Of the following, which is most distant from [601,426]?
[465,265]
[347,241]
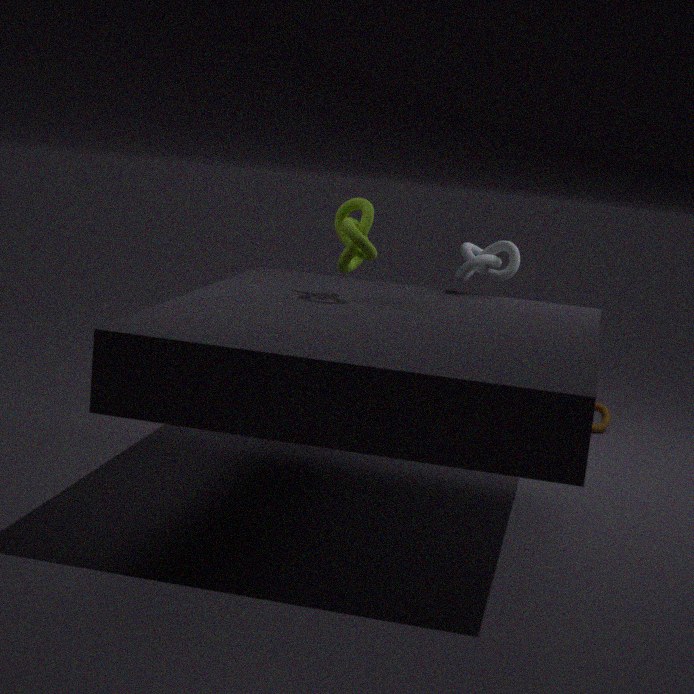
[347,241]
